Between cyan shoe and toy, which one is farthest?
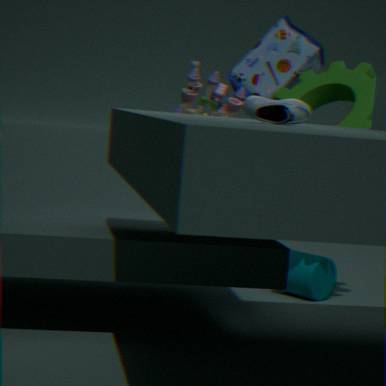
toy
